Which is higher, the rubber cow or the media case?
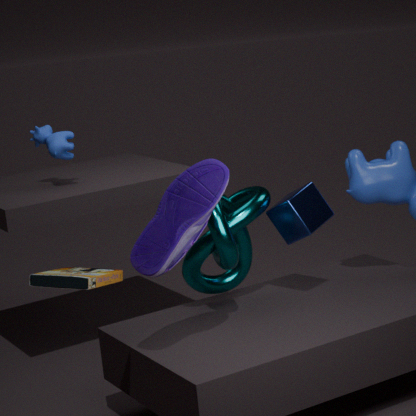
the rubber cow
